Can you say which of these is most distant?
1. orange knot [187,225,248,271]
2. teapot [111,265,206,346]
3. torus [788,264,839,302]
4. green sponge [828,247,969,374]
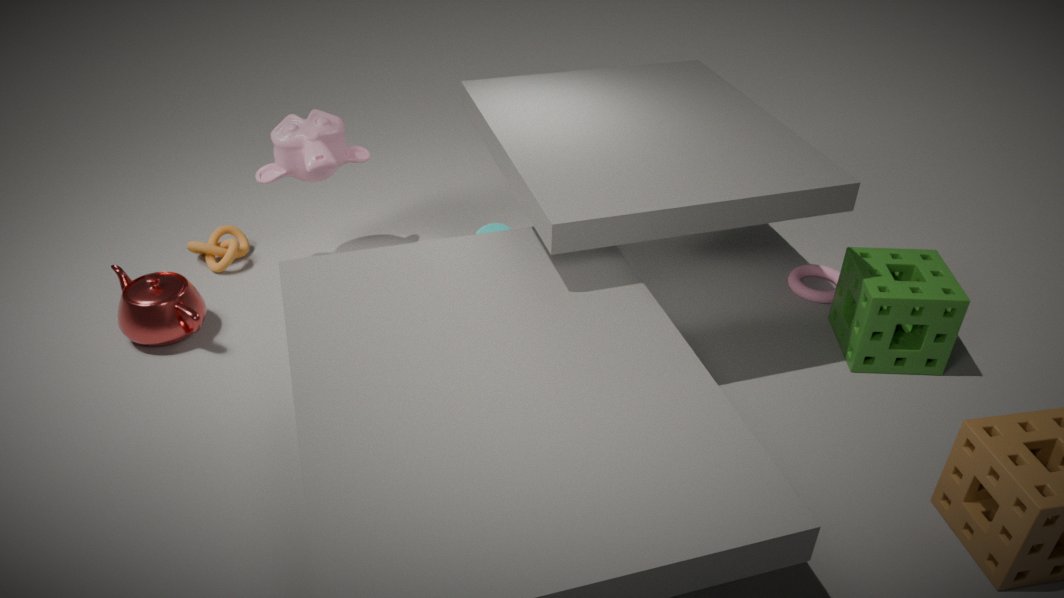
orange knot [187,225,248,271]
